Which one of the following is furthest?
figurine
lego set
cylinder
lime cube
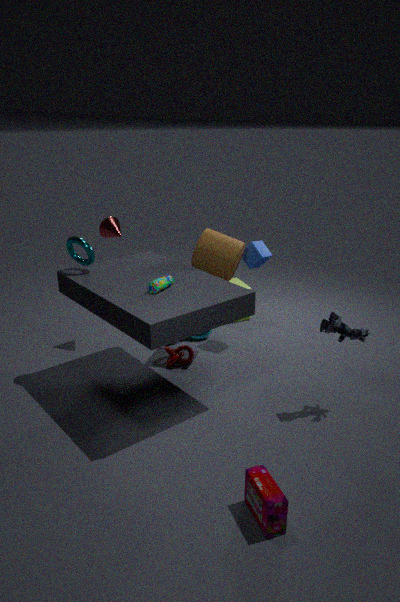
lime cube
